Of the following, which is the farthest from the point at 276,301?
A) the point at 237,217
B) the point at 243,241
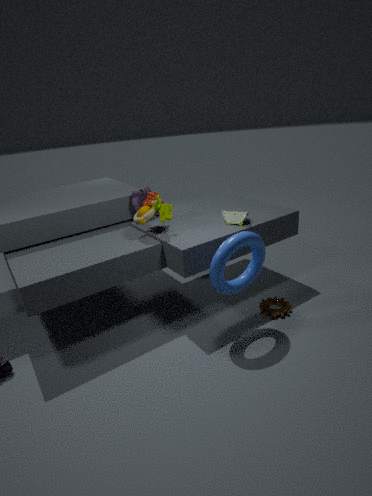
the point at 237,217
